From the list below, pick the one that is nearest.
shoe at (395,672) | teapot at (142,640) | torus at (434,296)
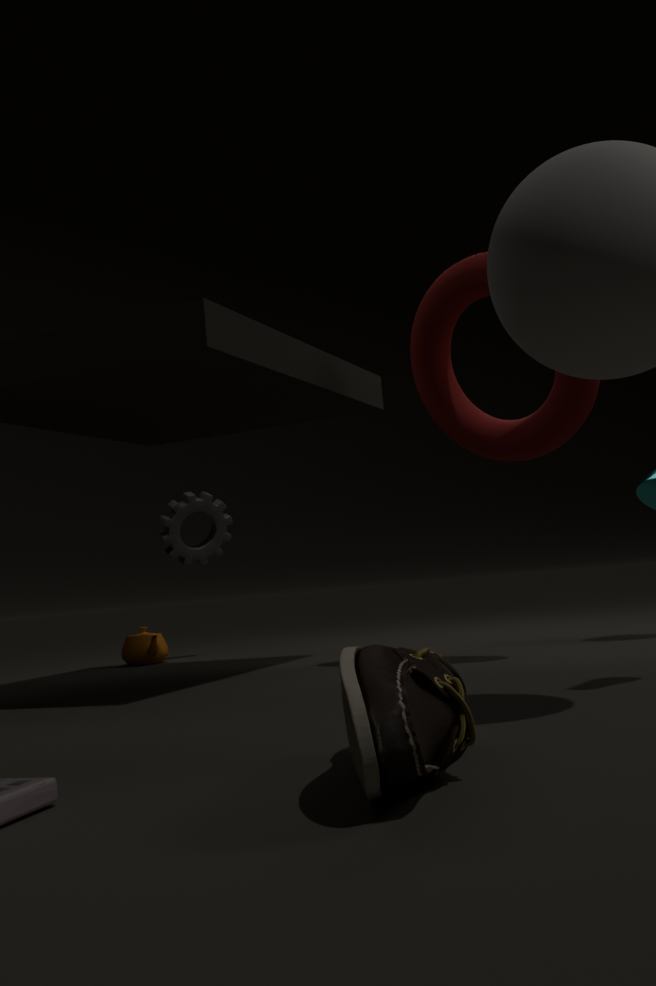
shoe at (395,672)
